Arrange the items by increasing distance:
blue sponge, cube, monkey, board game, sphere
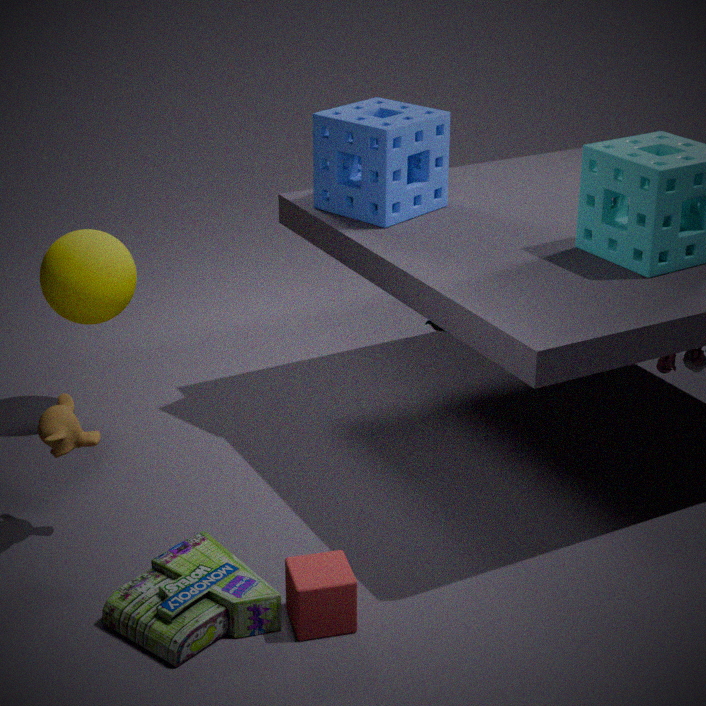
board game
cube
monkey
blue sponge
sphere
